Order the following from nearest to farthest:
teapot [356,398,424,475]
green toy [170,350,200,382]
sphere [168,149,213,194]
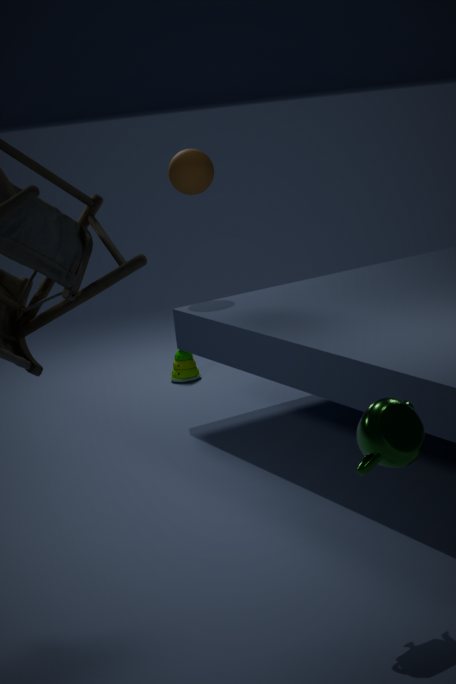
teapot [356,398,424,475], sphere [168,149,213,194], green toy [170,350,200,382]
